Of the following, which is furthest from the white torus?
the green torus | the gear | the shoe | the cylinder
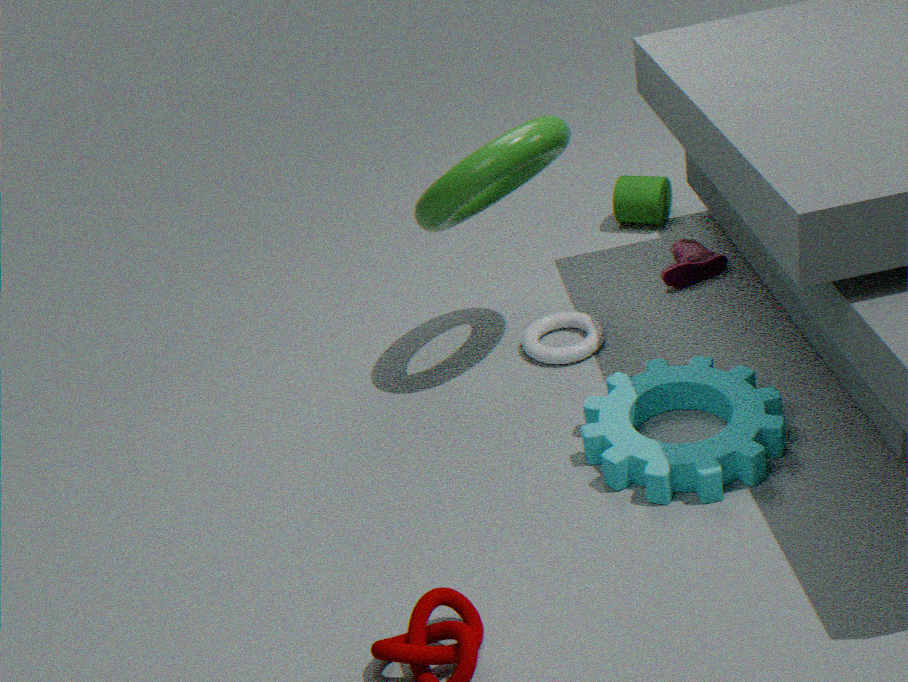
the cylinder
